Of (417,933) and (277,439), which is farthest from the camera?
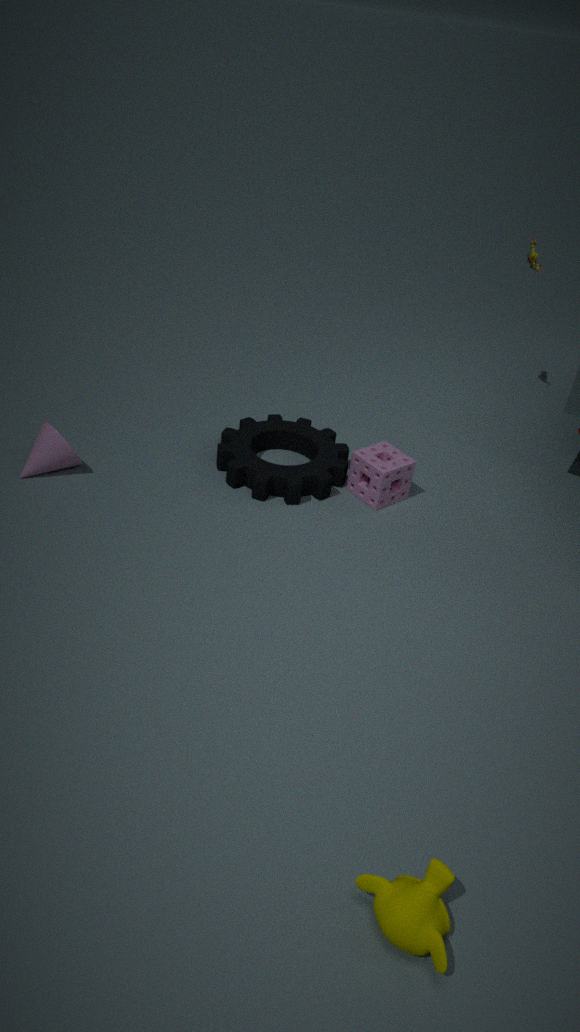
(277,439)
